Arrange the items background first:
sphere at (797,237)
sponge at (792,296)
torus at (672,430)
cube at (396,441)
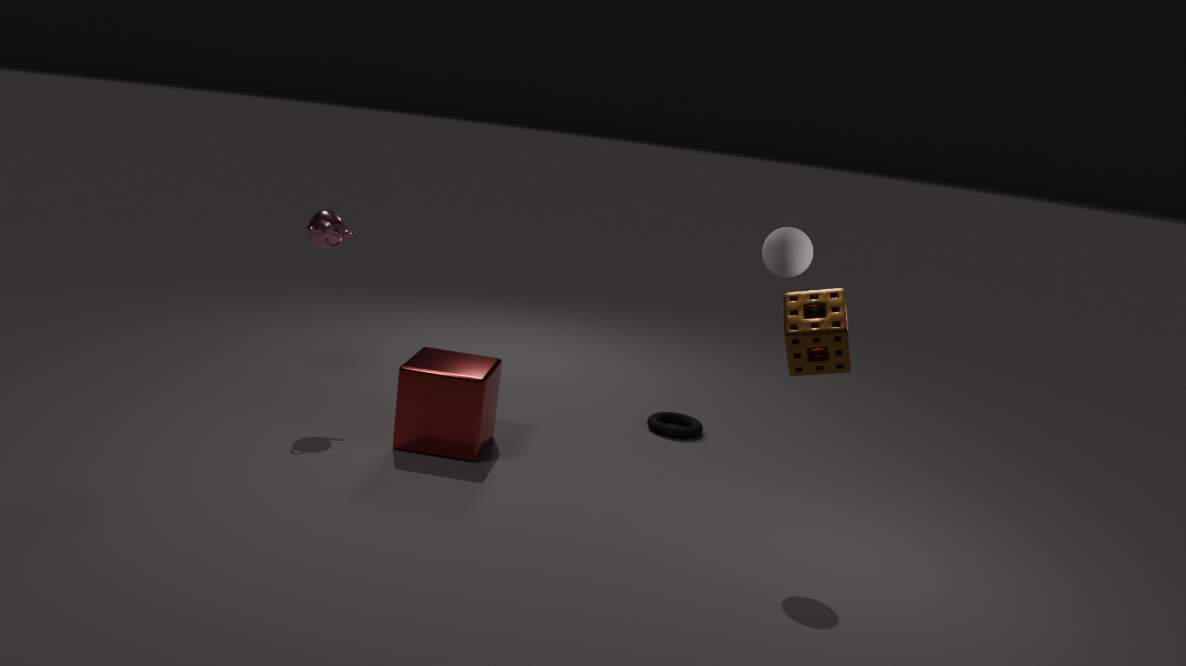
1. torus at (672,430)
2. cube at (396,441)
3. sphere at (797,237)
4. sponge at (792,296)
